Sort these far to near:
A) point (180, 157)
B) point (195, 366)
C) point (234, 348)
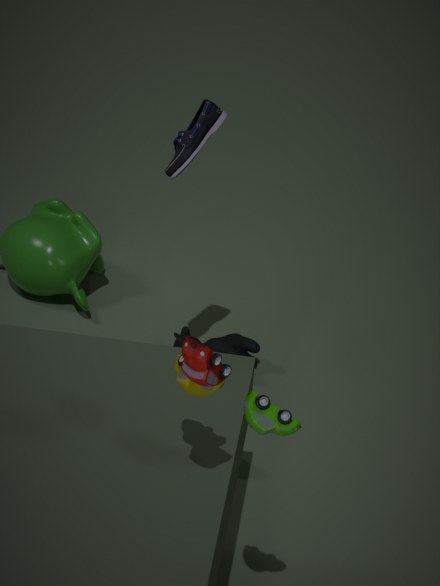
C → A → B
